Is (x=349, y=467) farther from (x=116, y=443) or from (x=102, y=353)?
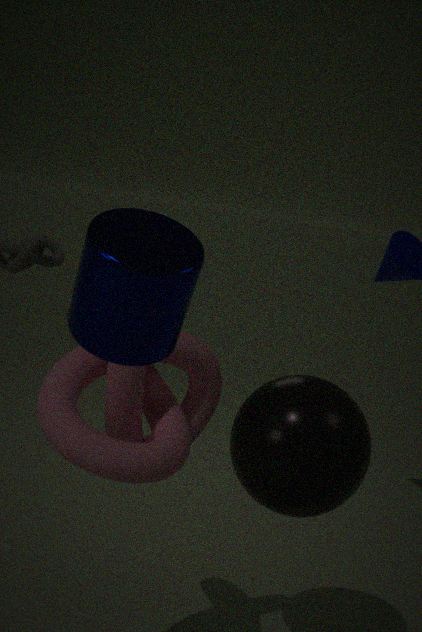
(x=102, y=353)
